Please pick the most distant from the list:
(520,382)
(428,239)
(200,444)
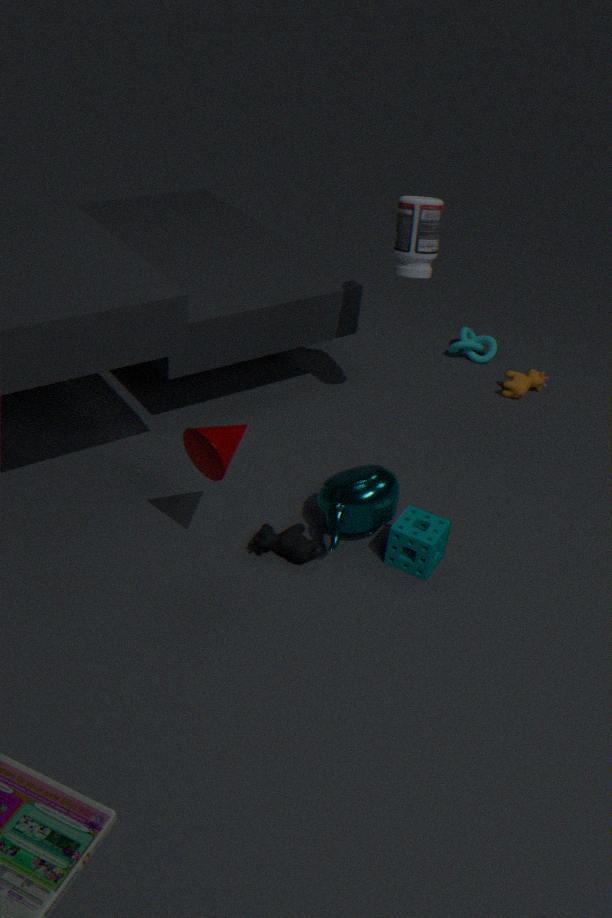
(520,382)
